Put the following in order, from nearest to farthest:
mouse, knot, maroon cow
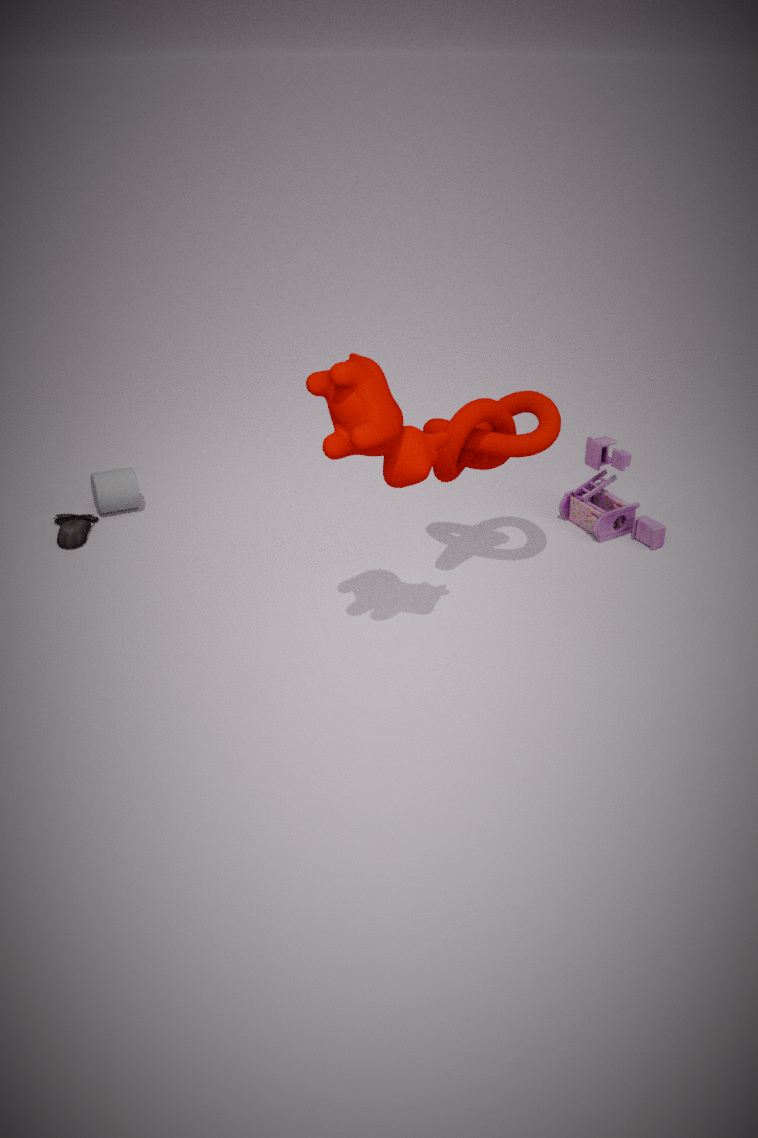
maroon cow, knot, mouse
